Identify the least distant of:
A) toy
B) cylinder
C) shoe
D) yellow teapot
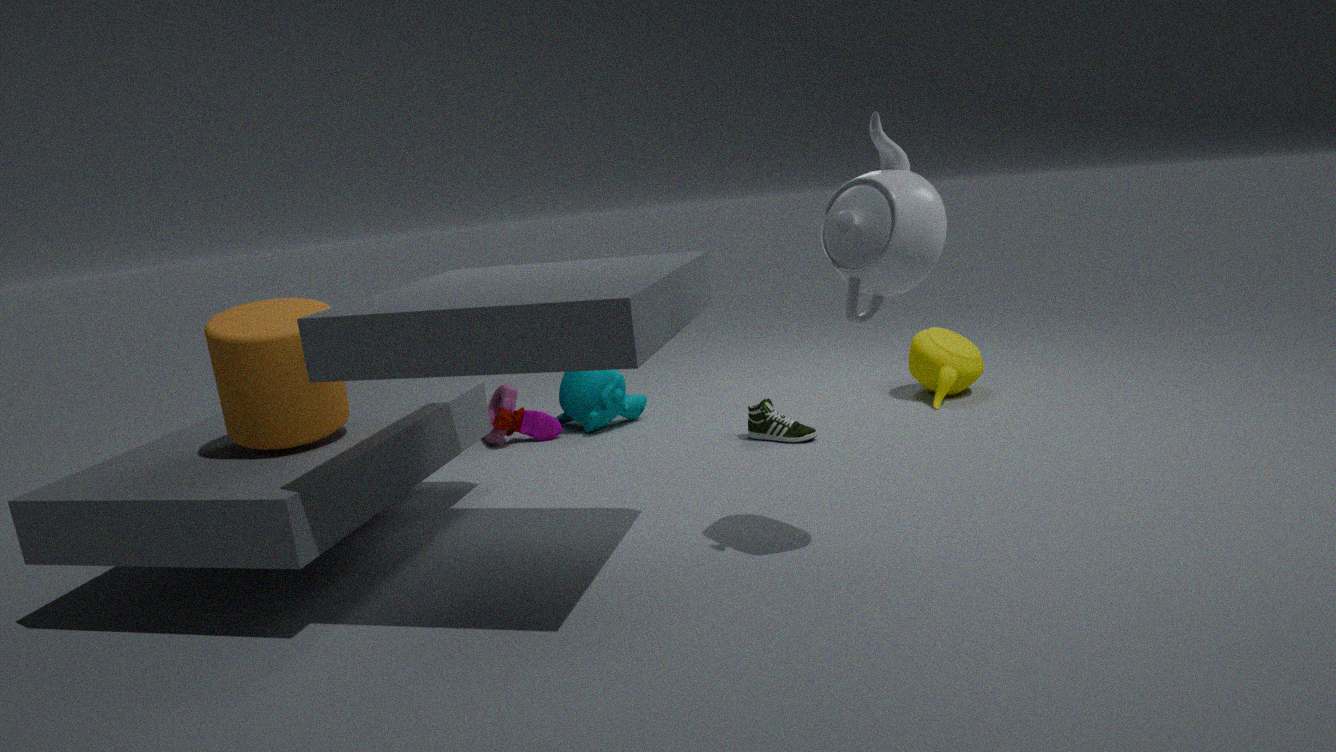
B. cylinder
